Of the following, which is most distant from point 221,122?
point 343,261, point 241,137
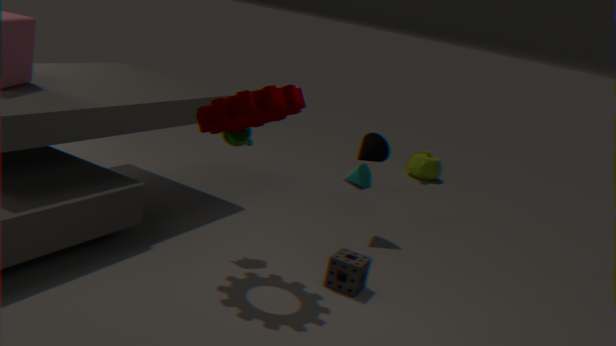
point 343,261
